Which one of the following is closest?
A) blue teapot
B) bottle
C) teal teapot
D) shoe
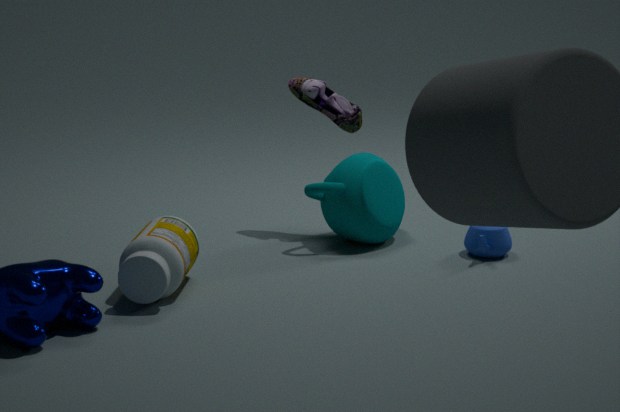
bottle
